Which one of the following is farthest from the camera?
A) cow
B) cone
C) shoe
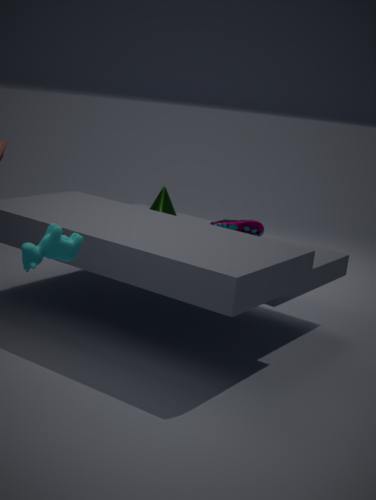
cone
